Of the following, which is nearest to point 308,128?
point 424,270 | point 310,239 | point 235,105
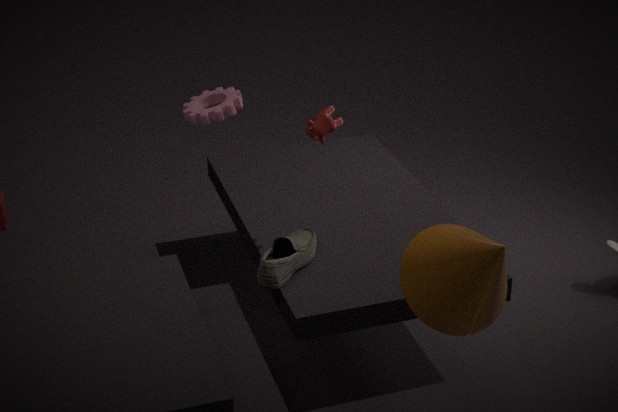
point 235,105
